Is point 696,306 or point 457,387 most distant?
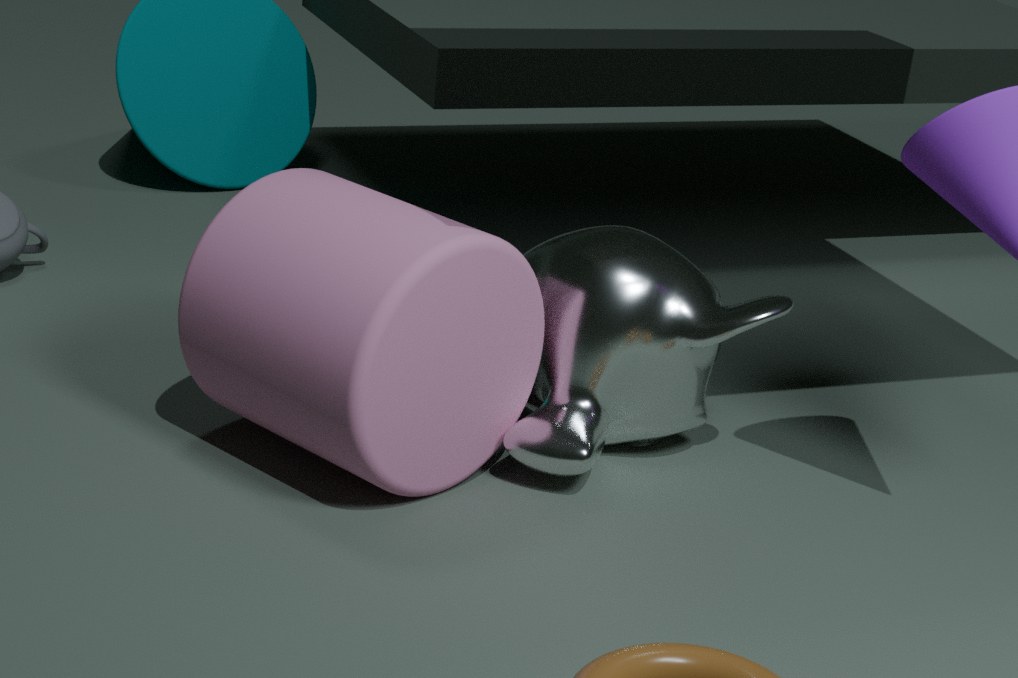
point 696,306
